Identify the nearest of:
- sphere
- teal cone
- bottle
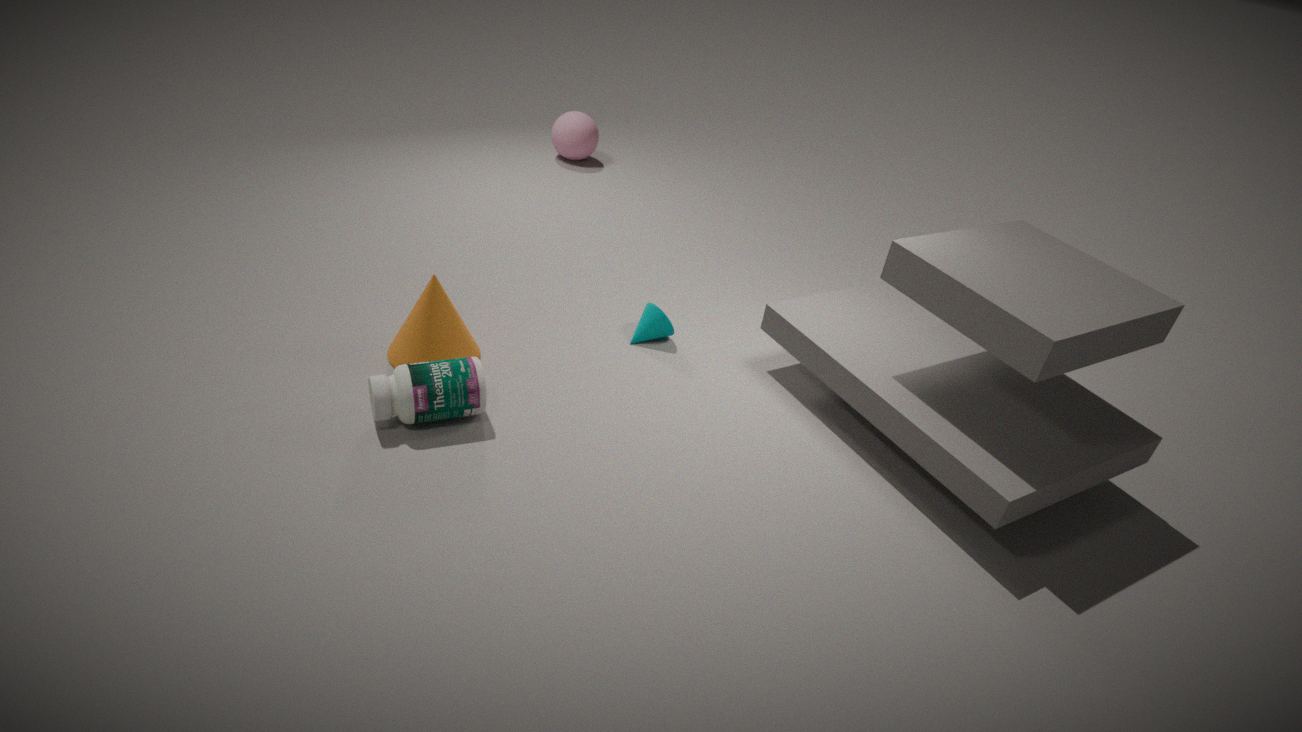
bottle
